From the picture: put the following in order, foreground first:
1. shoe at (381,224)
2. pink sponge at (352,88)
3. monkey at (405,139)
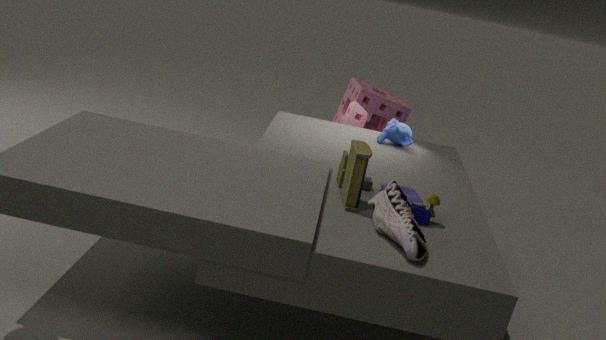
shoe at (381,224)
monkey at (405,139)
pink sponge at (352,88)
